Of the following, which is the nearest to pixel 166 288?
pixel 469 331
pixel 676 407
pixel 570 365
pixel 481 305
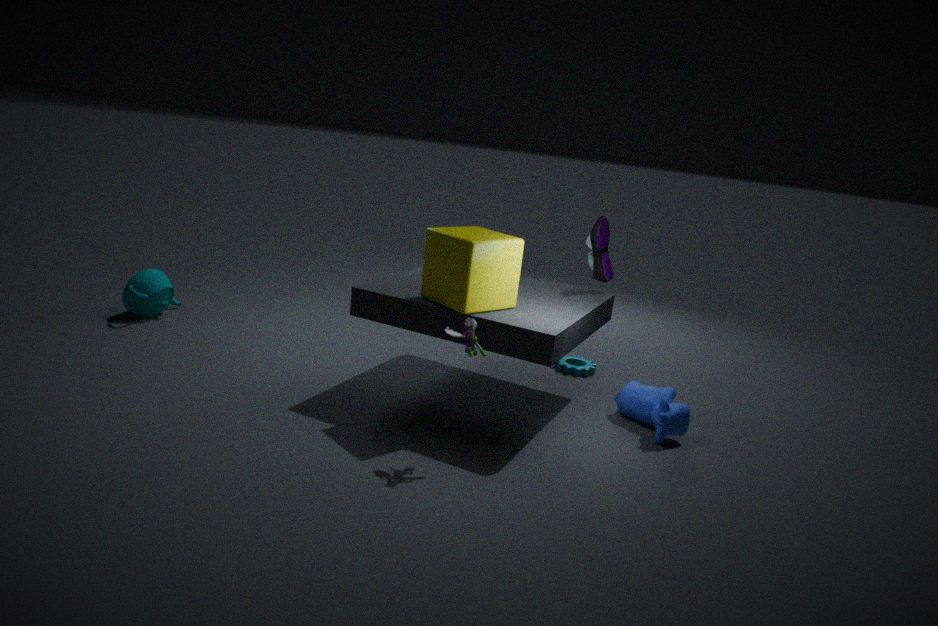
pixel 481 305
